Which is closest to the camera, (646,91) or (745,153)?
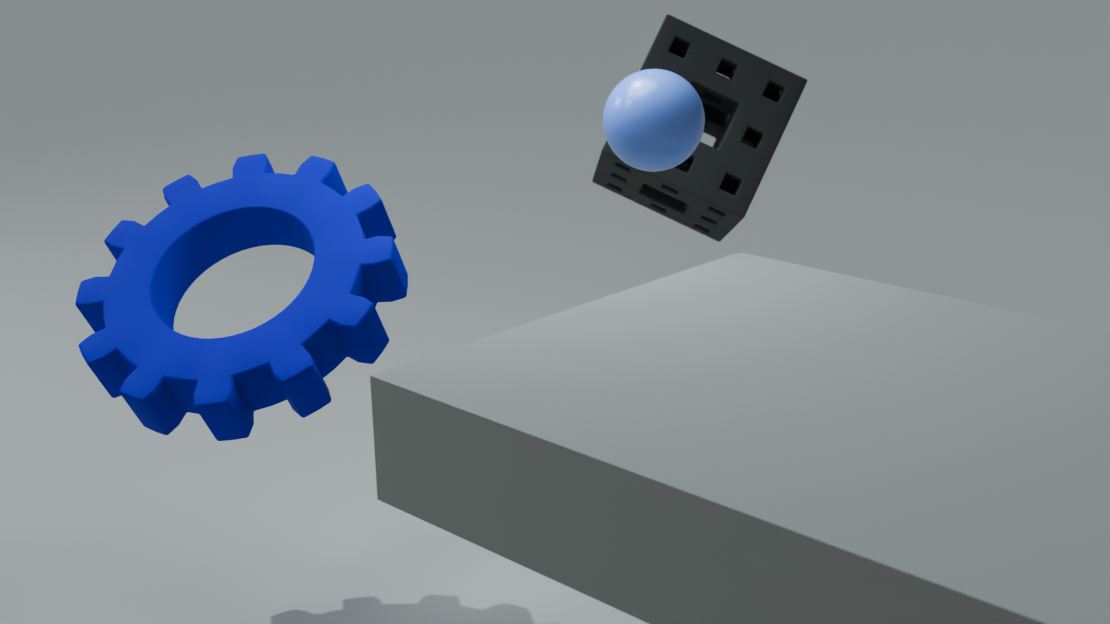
(646,91)
